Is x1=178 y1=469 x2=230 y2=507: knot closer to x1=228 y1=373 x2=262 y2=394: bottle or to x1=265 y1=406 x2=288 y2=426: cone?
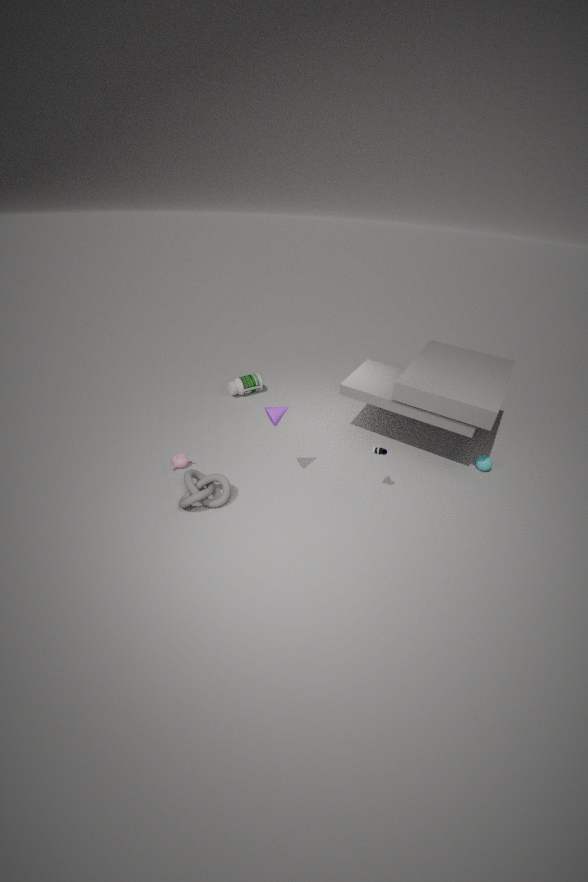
x1=265 y1=406 x2=288 y2=426: cone
